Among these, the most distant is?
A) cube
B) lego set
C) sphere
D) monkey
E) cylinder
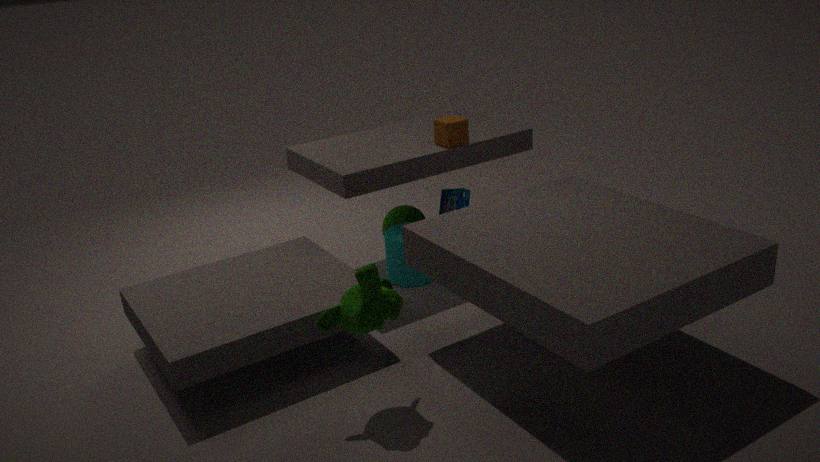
sphere
